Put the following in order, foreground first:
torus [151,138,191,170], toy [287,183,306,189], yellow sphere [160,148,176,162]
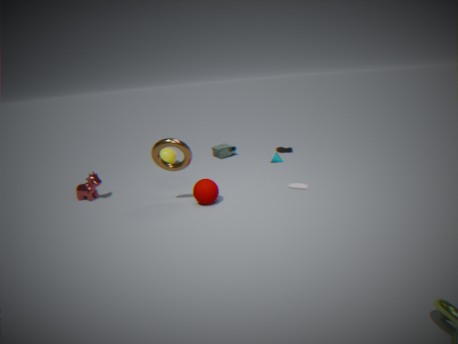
torus [151,138,191,170], toy [287,183,306,189], yellow sphere [160,148,176,162]
